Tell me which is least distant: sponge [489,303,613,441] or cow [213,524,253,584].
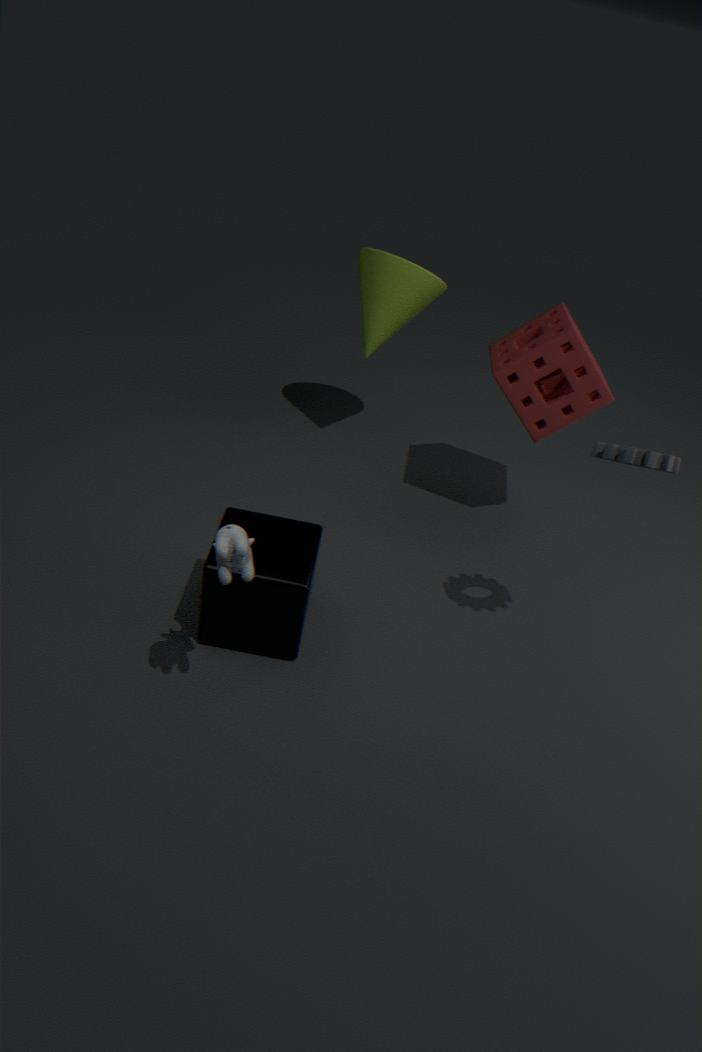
cow [213,524,253,584]
